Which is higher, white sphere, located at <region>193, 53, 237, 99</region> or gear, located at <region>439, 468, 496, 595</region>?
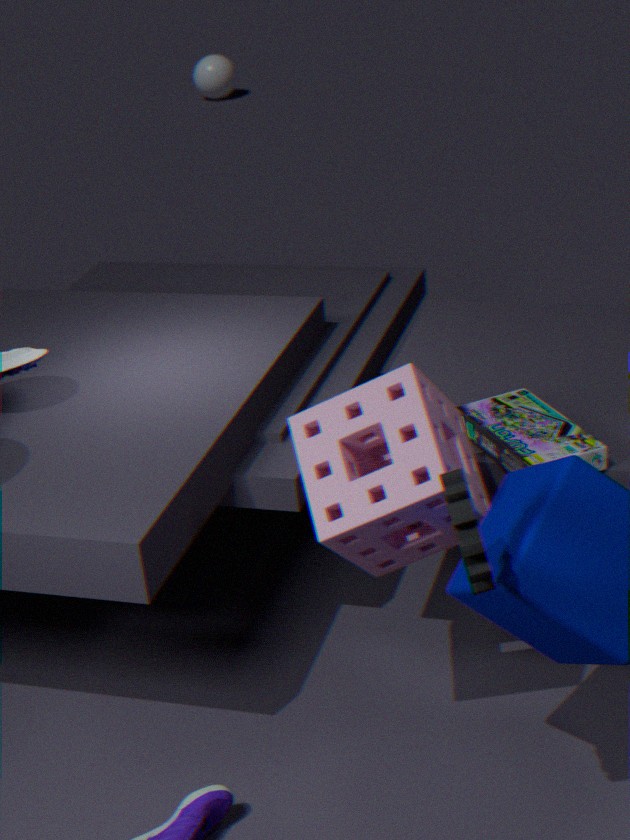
gear, located at <region>439, 468, 496, 595</region>
